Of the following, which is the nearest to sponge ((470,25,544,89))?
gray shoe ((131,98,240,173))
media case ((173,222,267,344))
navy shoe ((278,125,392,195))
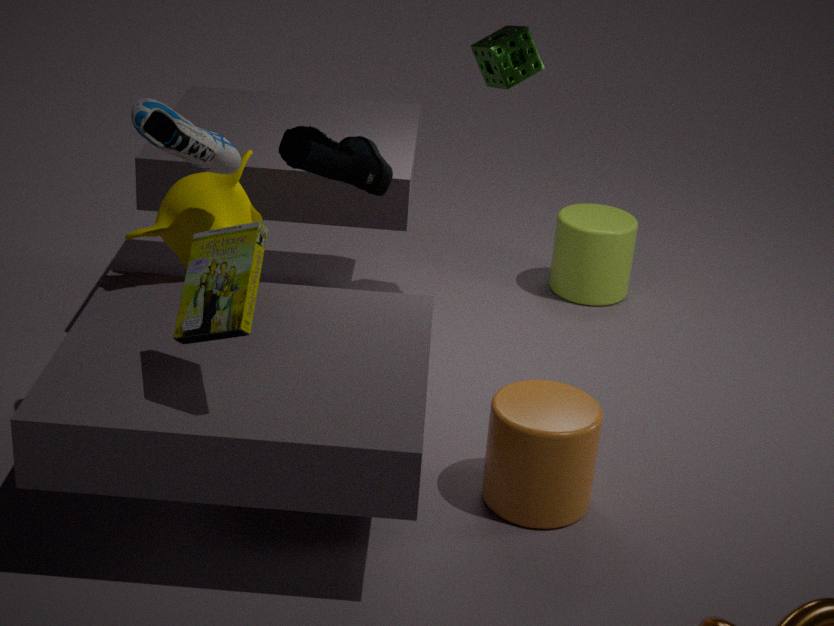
navy shoe ((278,125,392,195))
